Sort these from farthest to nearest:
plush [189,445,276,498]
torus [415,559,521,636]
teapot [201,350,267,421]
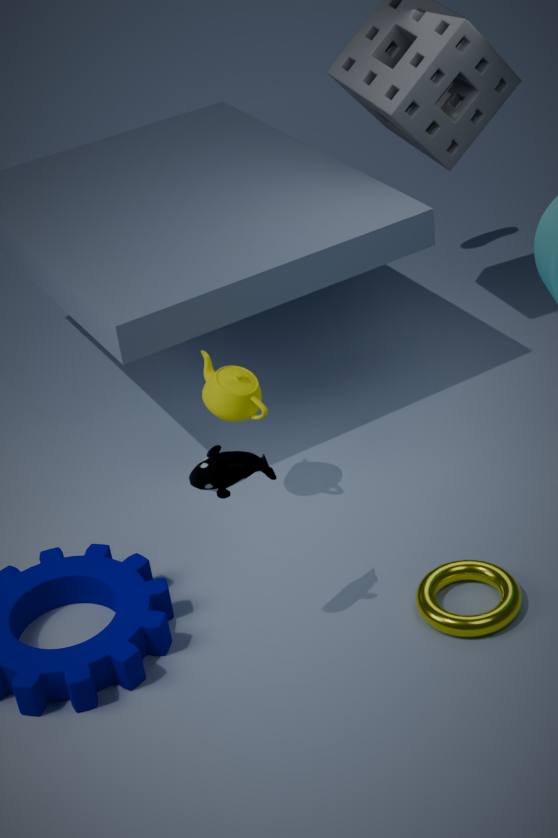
teapot [201,350,267,421], torus [415,559,521,636], plush [189,445,276,498]
